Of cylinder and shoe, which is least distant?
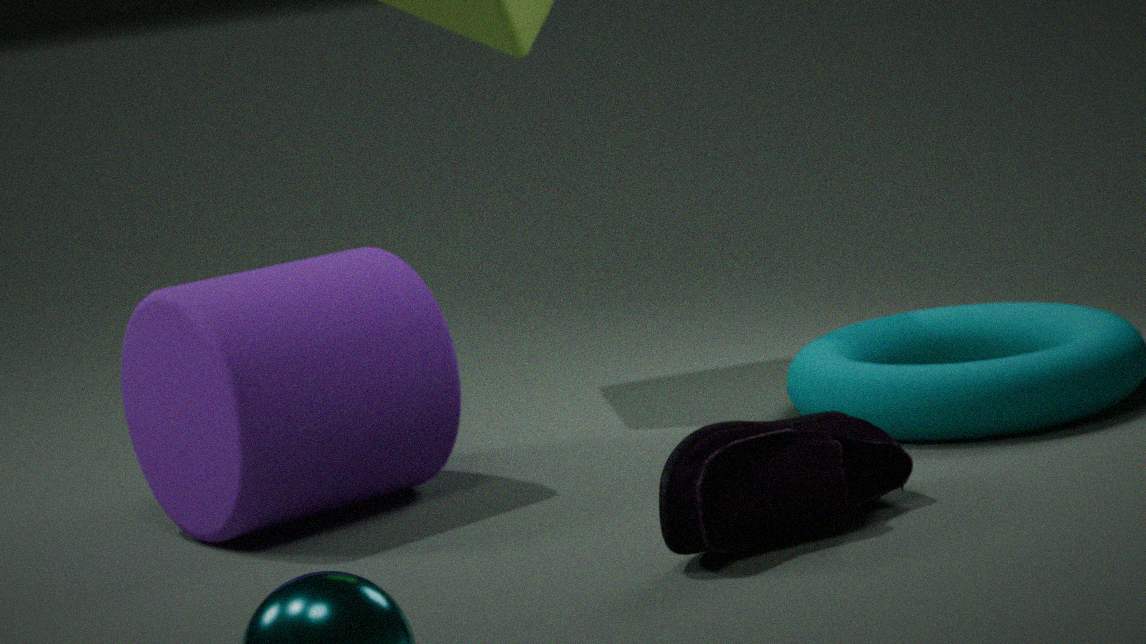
shoe
